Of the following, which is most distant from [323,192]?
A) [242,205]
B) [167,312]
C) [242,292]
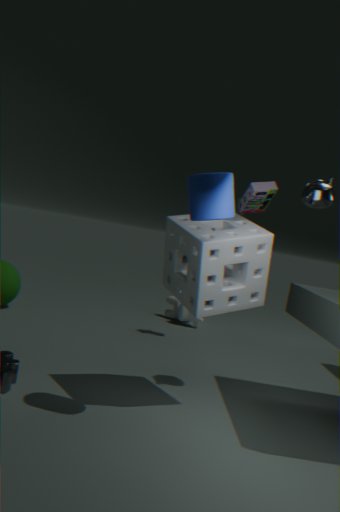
[167,312]
